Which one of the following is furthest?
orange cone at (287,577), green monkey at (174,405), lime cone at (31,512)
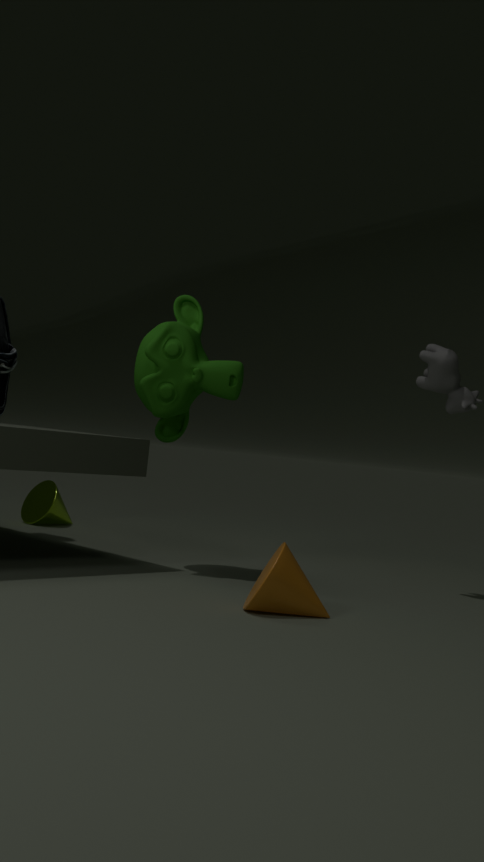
lime cone at (31,512)
